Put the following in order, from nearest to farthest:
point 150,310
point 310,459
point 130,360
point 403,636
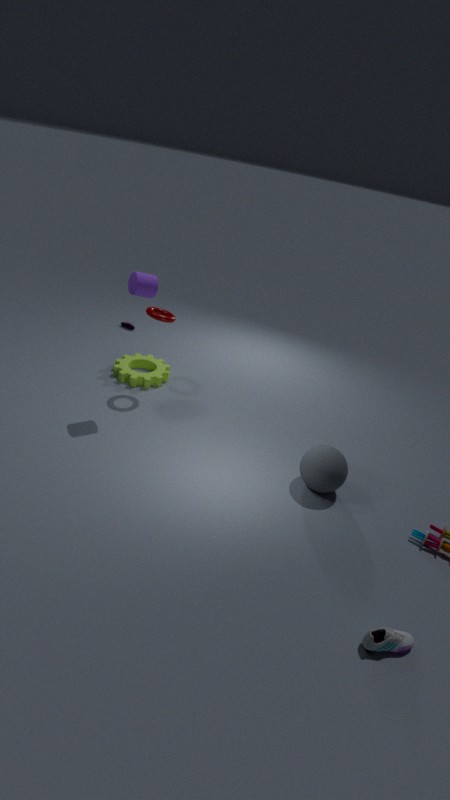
point 403,636, point 310,459, point 150,310, point 130,360
